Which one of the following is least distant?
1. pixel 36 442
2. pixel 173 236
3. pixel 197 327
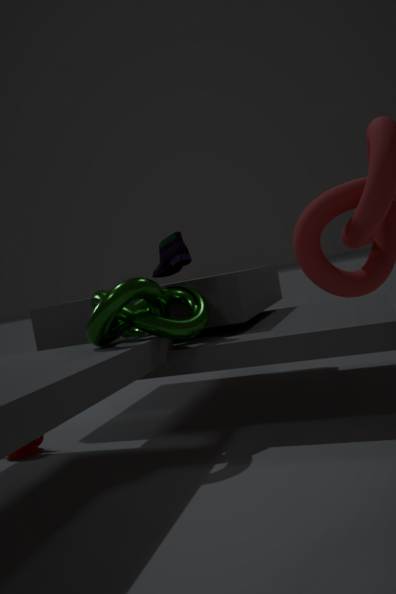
pixel 197 327
